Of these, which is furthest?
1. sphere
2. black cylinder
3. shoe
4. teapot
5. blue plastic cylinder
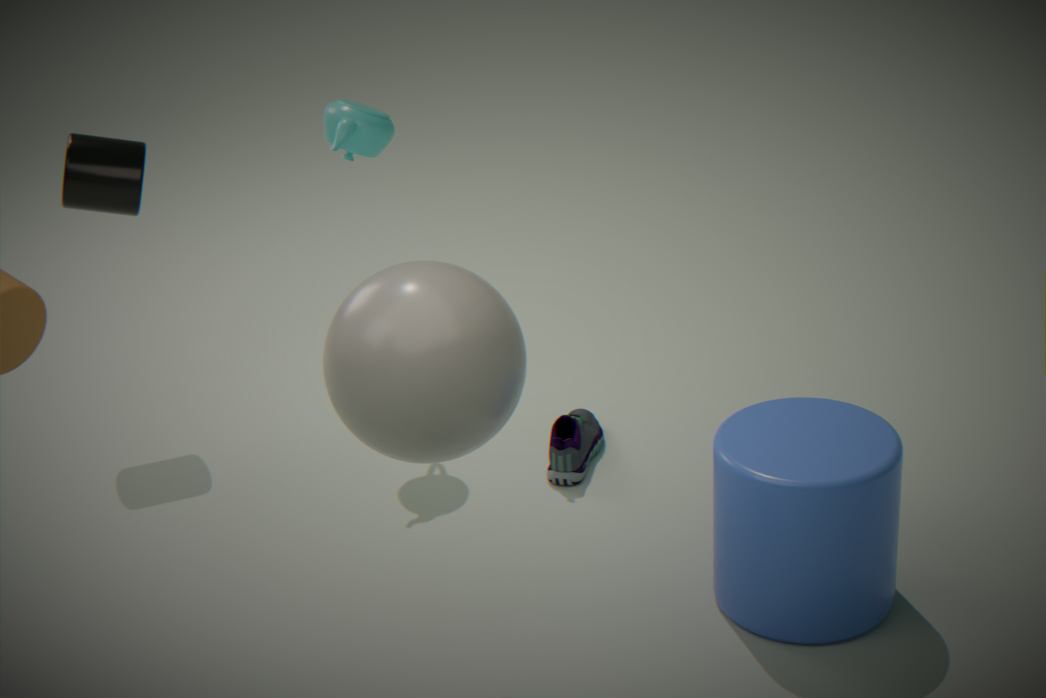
black cylinder
